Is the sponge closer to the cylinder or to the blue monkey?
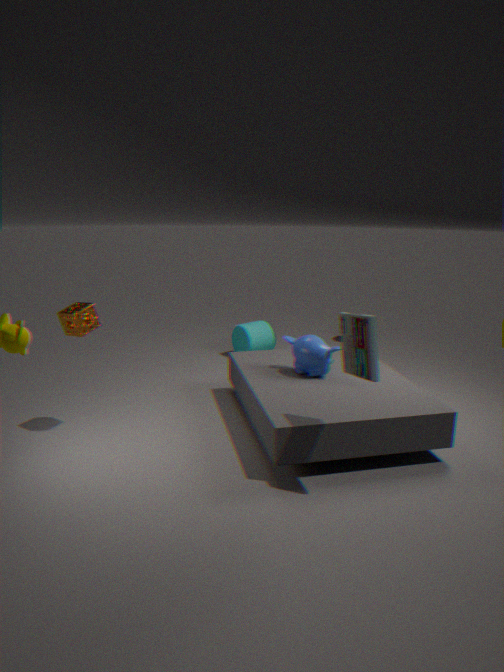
the blue monkey
